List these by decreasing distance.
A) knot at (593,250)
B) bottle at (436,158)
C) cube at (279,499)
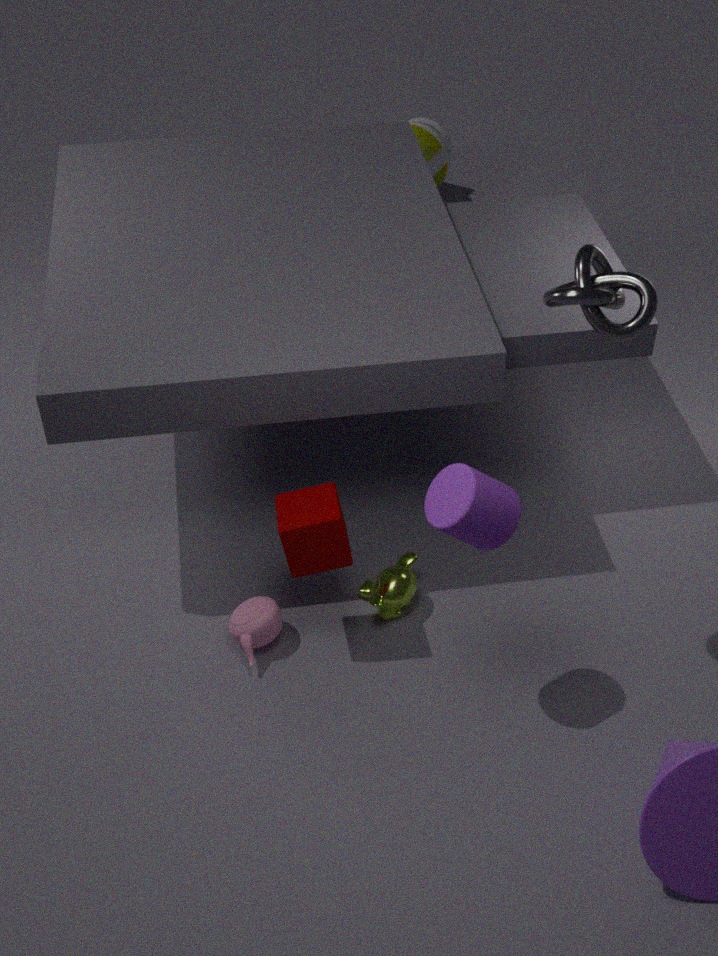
bottle at (436,158) → cube at (279,499) → knot at (593,250)
